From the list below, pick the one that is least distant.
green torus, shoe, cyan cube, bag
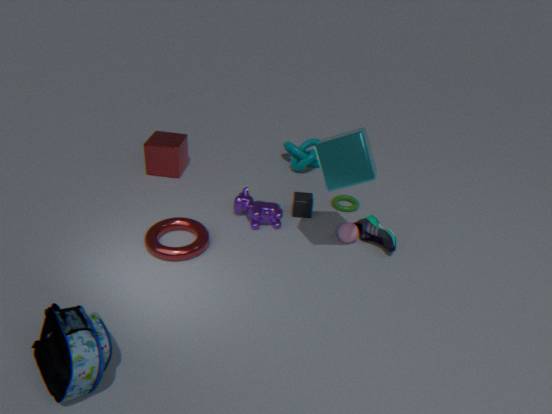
bag
